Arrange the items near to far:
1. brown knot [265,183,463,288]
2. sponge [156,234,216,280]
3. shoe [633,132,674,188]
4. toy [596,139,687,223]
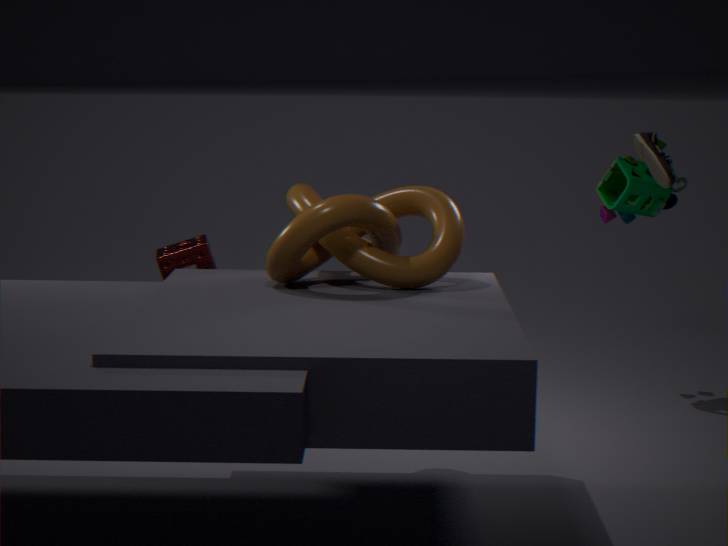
brown knot [265,183,463,288] < shoe [633,132,674,188] < toy [596,139,687,223] < sponge [156,234,216,280]
